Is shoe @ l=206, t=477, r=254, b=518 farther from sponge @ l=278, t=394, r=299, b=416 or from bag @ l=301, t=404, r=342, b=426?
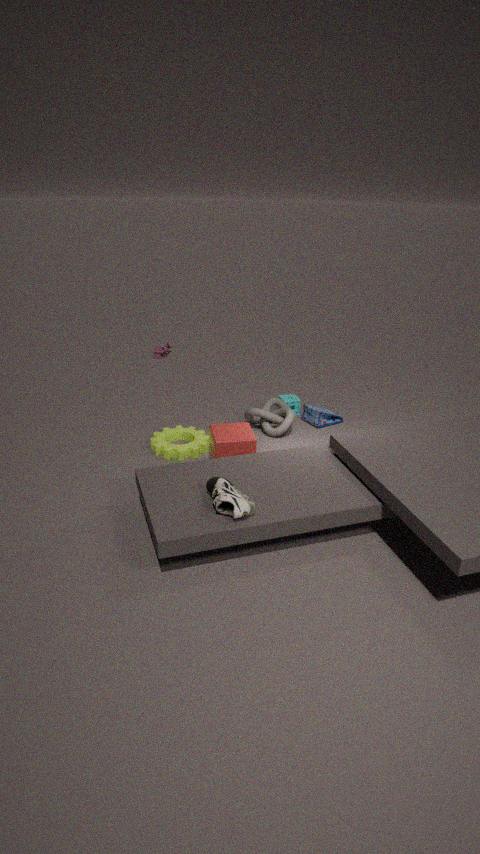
sponge @ l=278, t=394, r=299, b=416
